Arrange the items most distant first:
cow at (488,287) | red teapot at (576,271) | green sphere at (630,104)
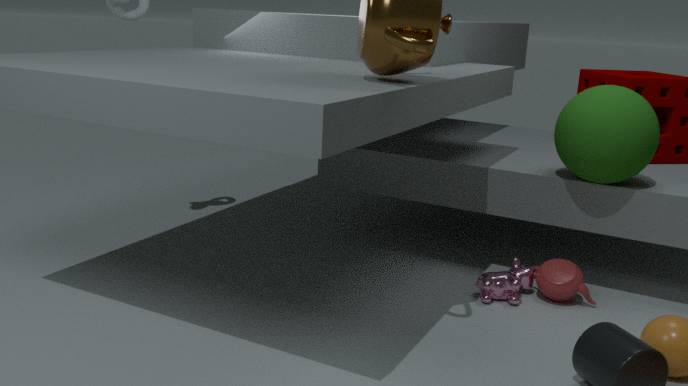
1. red teapot at (576,271)
2. cow at (488,287)
3. green sphere at (630,104)
